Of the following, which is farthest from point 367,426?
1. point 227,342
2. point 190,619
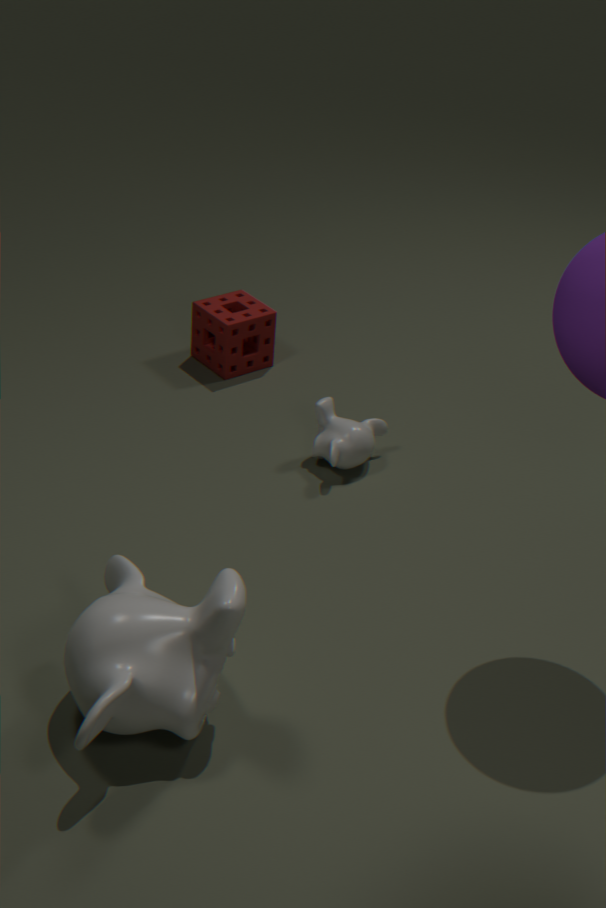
point 190,619
